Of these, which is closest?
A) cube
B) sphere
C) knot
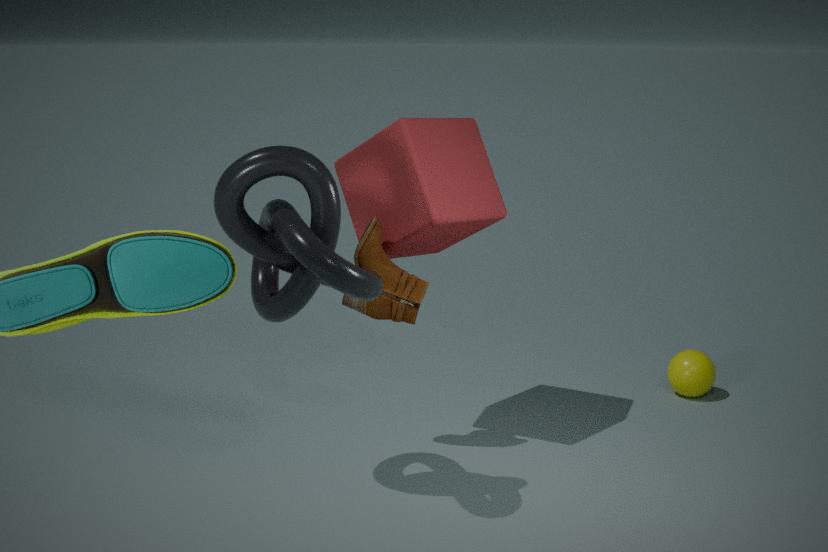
knot
